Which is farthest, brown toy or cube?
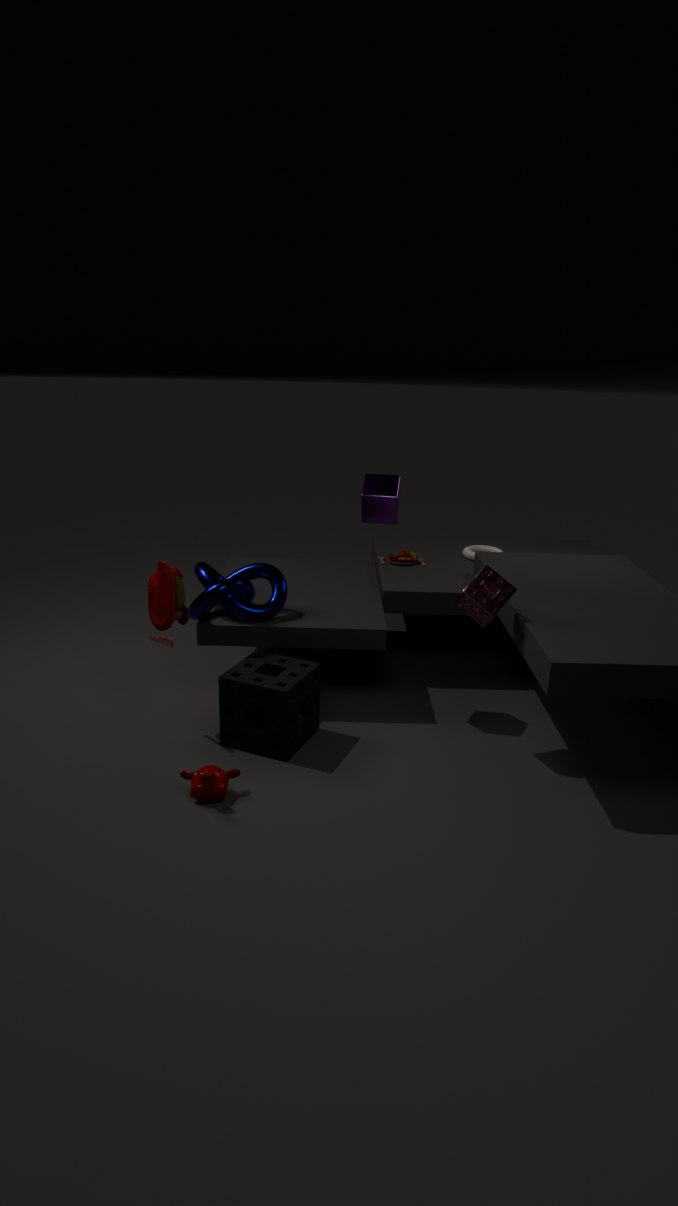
brown toy
